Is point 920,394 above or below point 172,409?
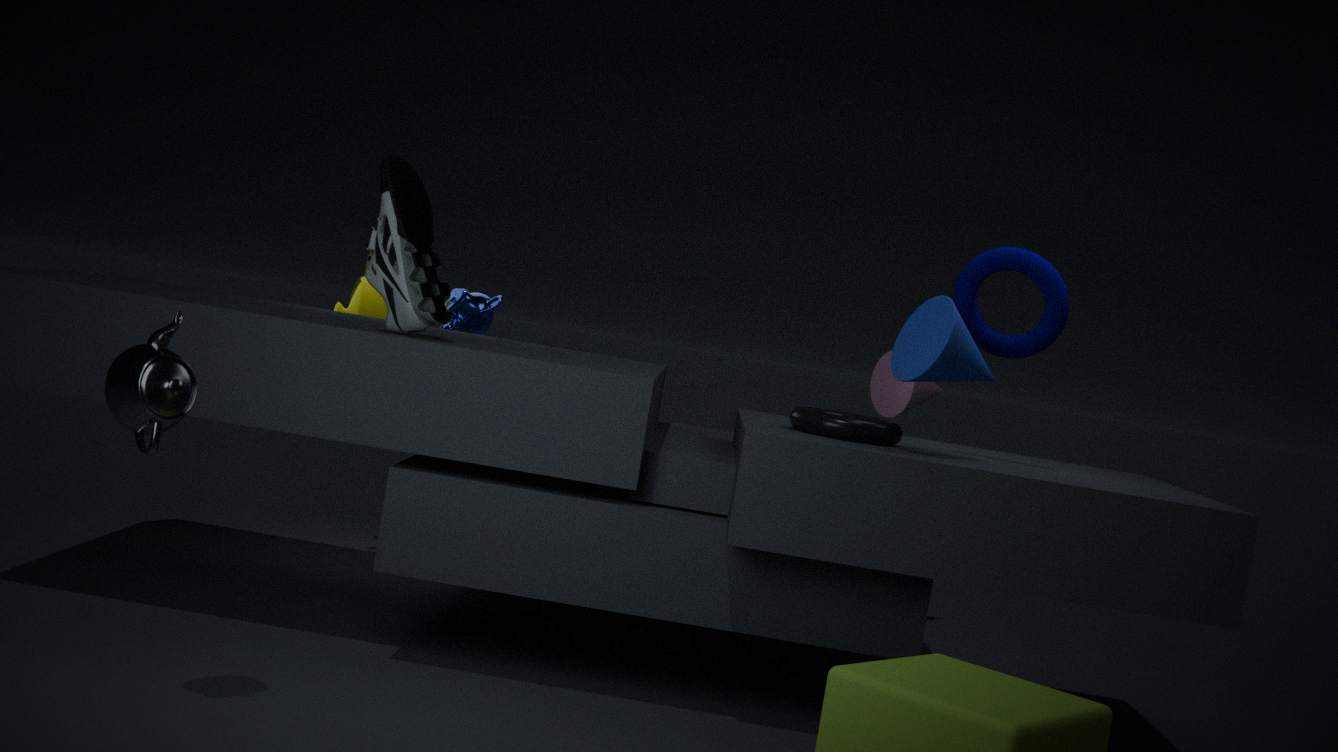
above
